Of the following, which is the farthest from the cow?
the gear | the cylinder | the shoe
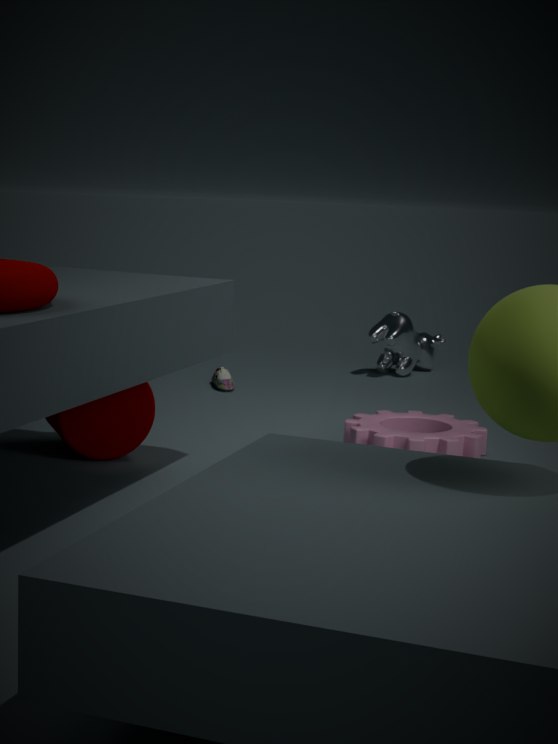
the cylinder
